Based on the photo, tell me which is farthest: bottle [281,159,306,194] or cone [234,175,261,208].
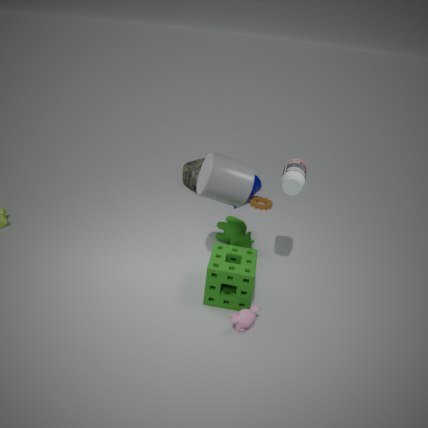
cone [234,175,261,208]
